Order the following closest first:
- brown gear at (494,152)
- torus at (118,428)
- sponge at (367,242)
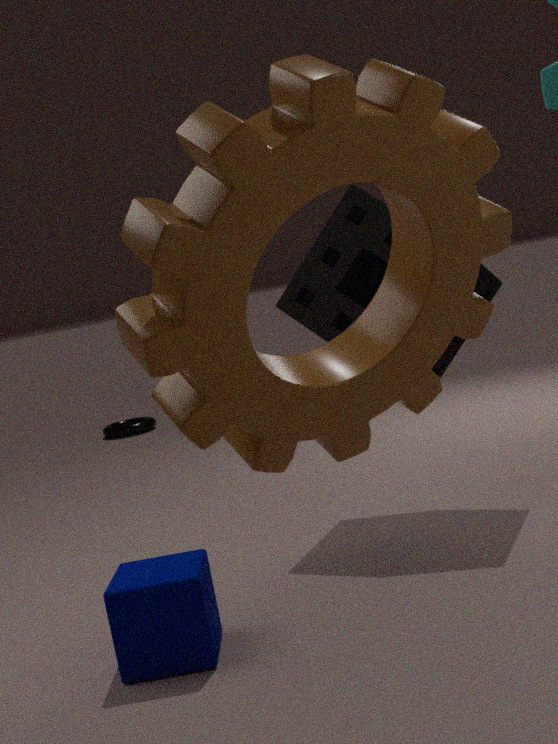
brown gear at (494,152), sponge at (367,242), torus at (118,428)
